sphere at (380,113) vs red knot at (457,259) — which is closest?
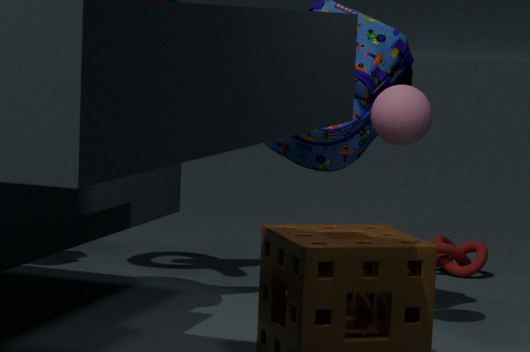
sphere at (380,113)
